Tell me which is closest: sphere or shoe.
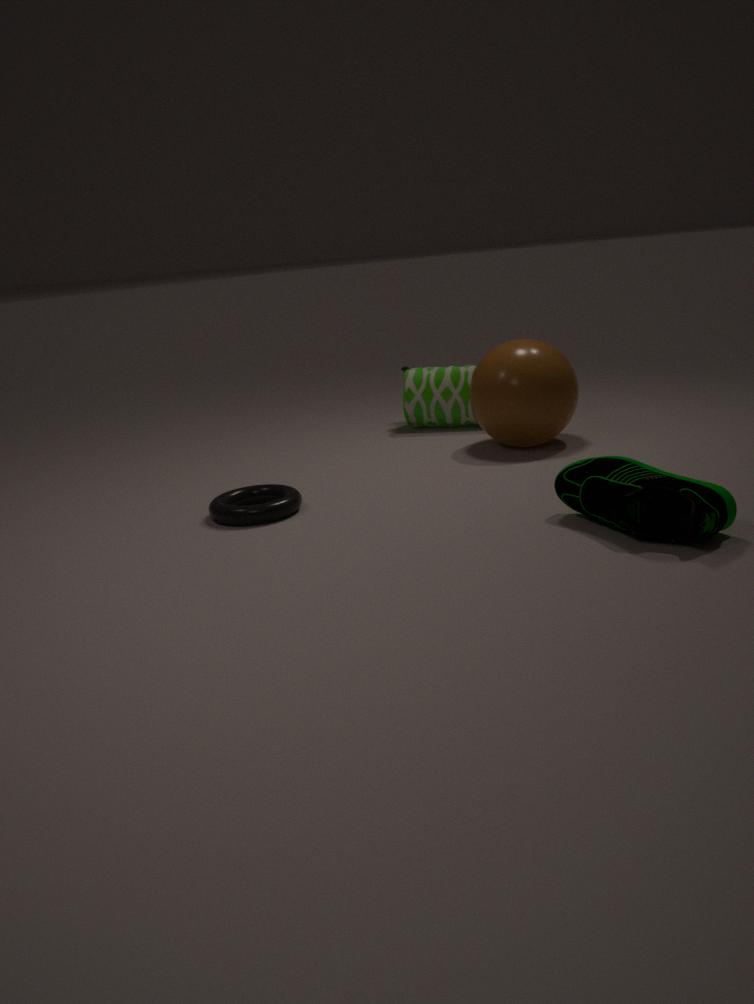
shoe
